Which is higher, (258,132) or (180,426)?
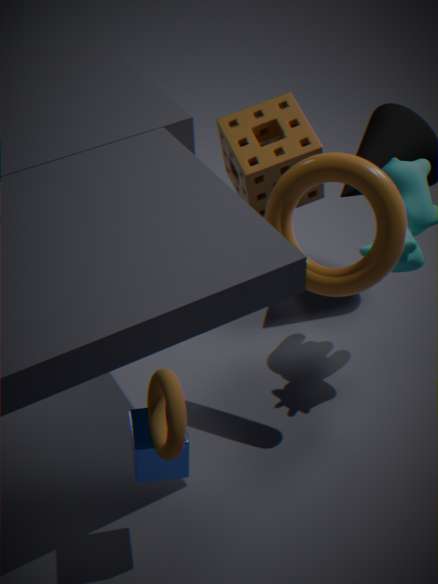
(180,426)
